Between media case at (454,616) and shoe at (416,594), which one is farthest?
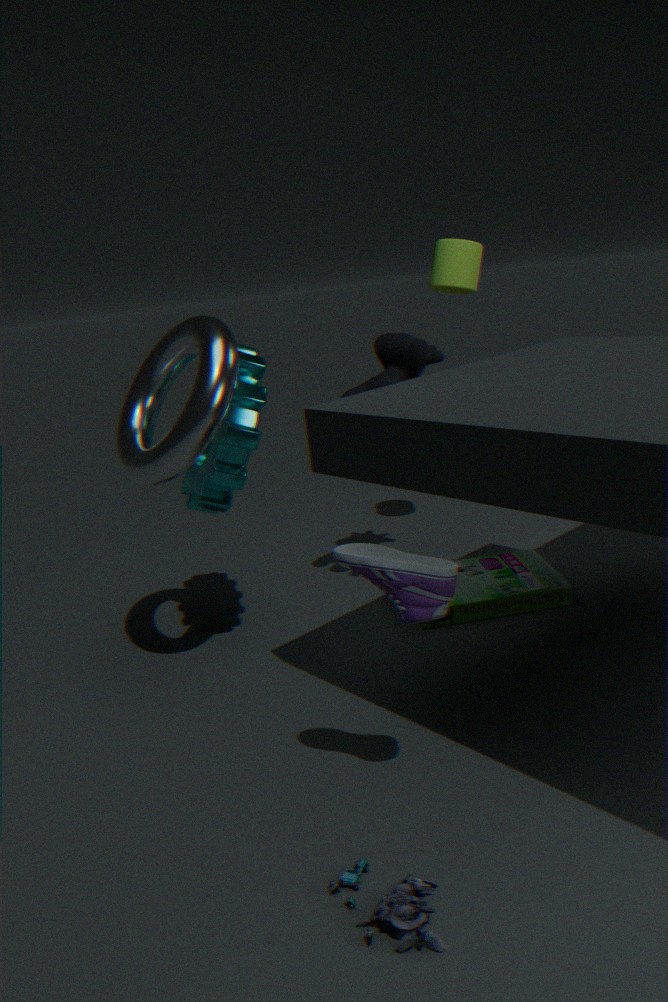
media case at (454,616)
